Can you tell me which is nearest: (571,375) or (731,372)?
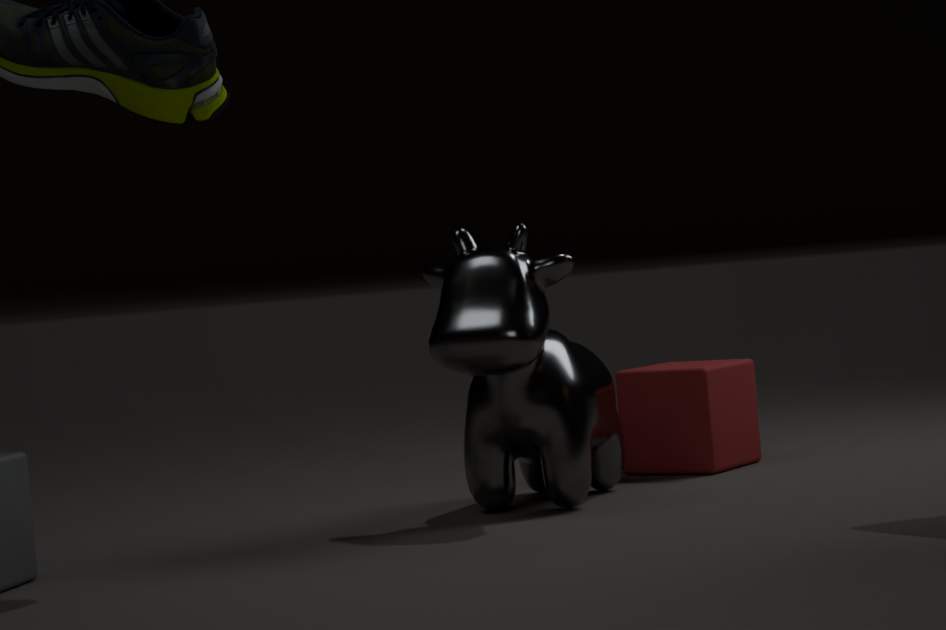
(571,375)
